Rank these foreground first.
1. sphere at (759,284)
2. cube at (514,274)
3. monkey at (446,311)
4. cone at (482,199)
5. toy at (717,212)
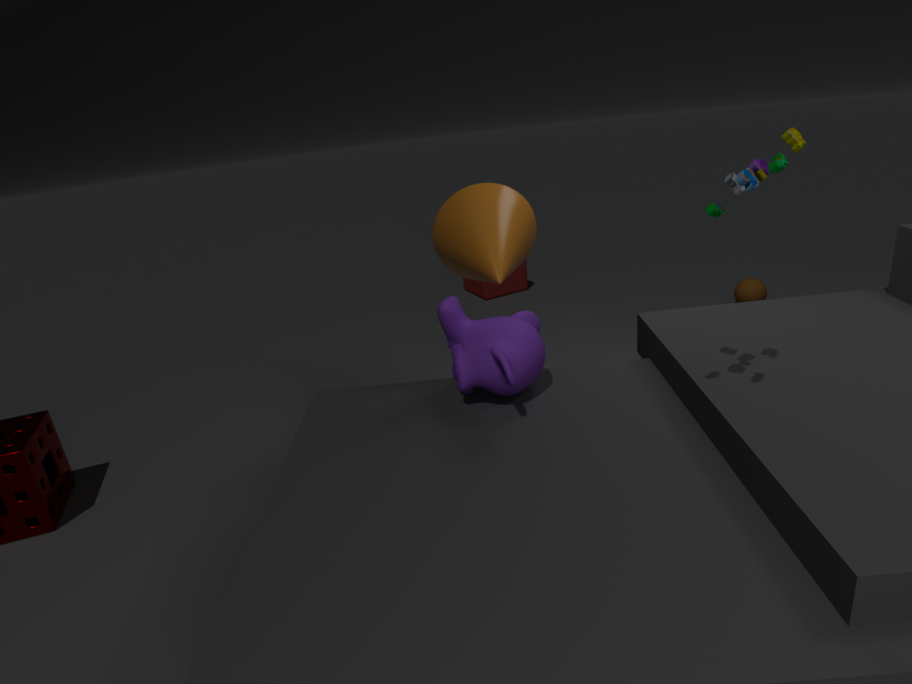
toy at (717,212) → monkey at (446,311) → cone at (482,199) → sphere at (759,284) → cube at (514,274)
